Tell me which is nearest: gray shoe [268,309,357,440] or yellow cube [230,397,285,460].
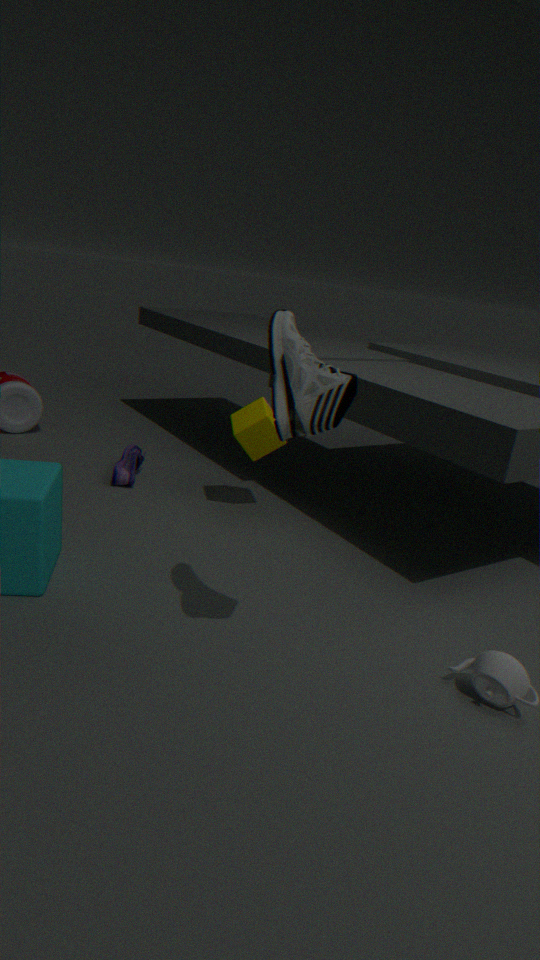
gray shoe [268,309,357,440]
